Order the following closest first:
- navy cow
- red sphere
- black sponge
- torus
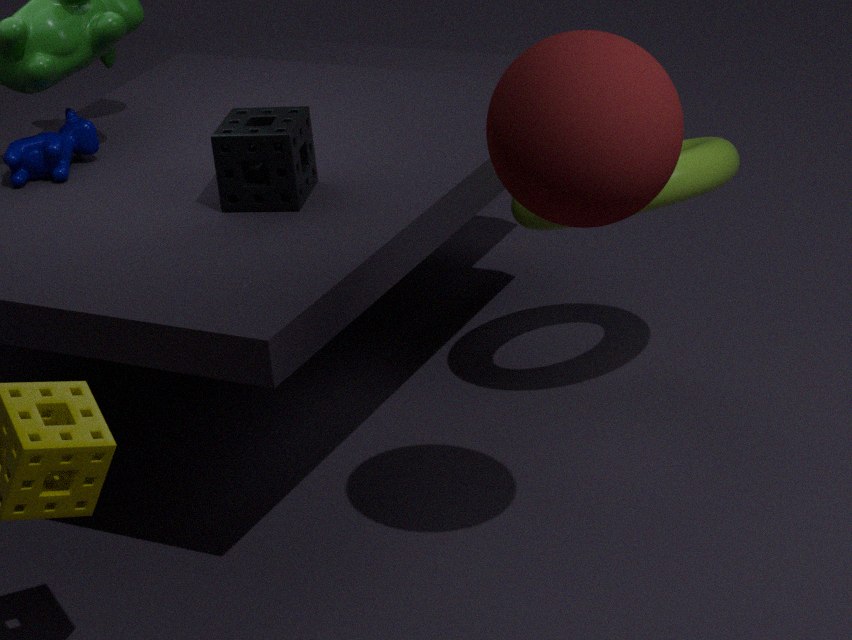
red sphere
black sponge
torus
navy cow
